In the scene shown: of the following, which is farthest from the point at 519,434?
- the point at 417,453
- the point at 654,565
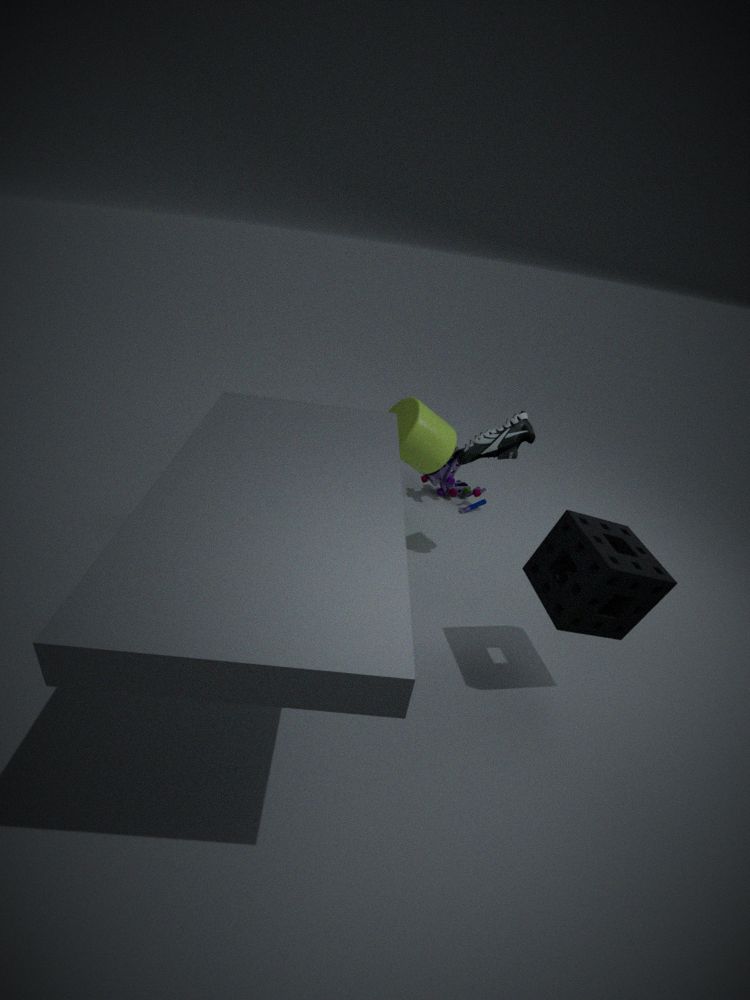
the point at 654,565
